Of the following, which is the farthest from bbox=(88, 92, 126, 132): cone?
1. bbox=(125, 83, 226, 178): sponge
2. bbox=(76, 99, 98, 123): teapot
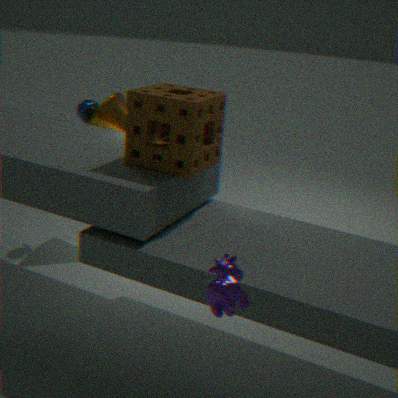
bbox=(125, 83, 226, 178): sponge
